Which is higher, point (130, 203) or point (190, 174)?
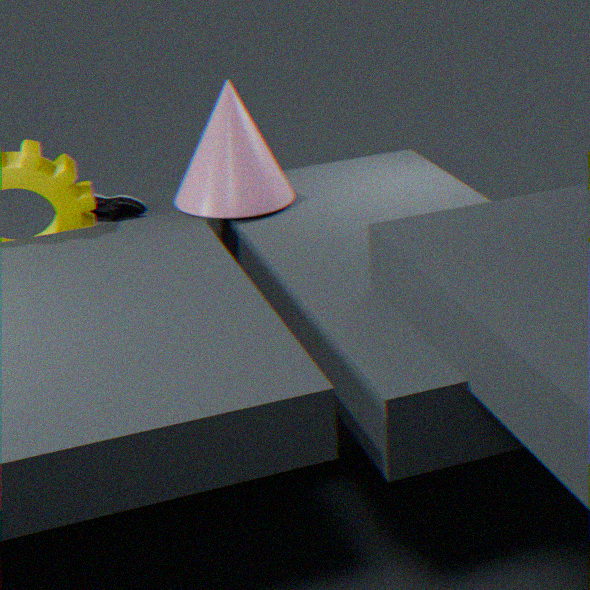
point (190, 174)
